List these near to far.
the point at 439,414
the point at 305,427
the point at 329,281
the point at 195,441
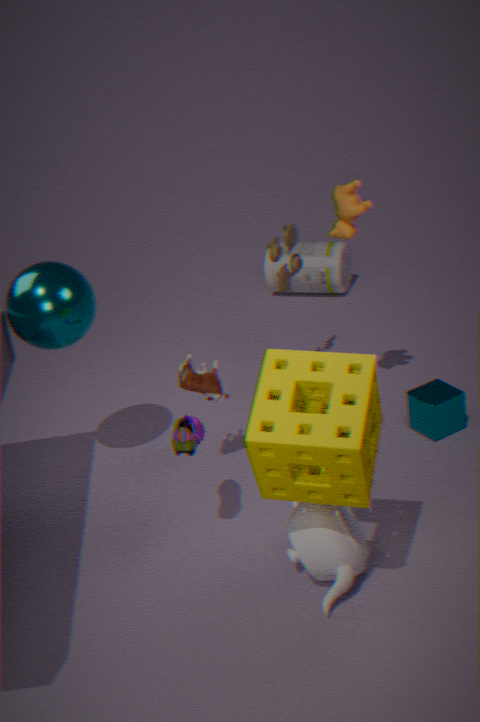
the point at 305,427, the point at 195,441, the point at 439,414, the point at 329,281
